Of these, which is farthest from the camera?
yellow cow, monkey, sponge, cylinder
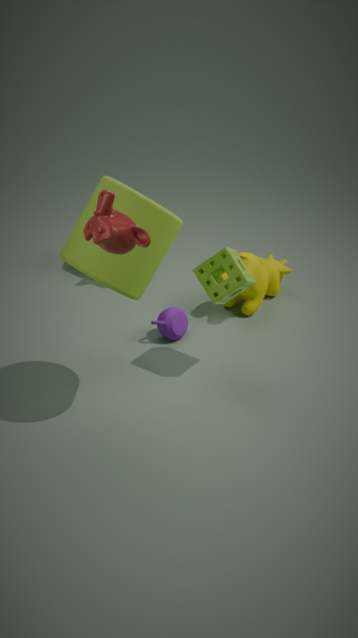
yellow cow
